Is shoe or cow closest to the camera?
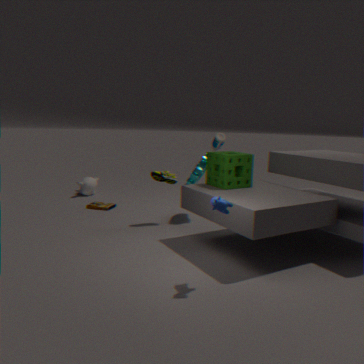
cow
